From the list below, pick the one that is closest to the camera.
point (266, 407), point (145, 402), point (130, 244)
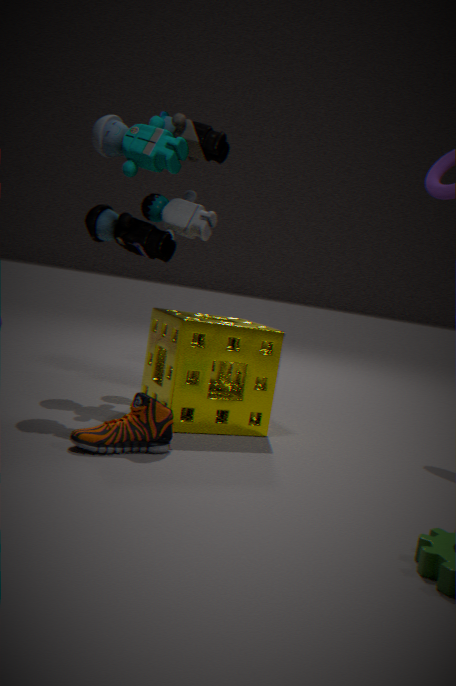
point (145, 402)
